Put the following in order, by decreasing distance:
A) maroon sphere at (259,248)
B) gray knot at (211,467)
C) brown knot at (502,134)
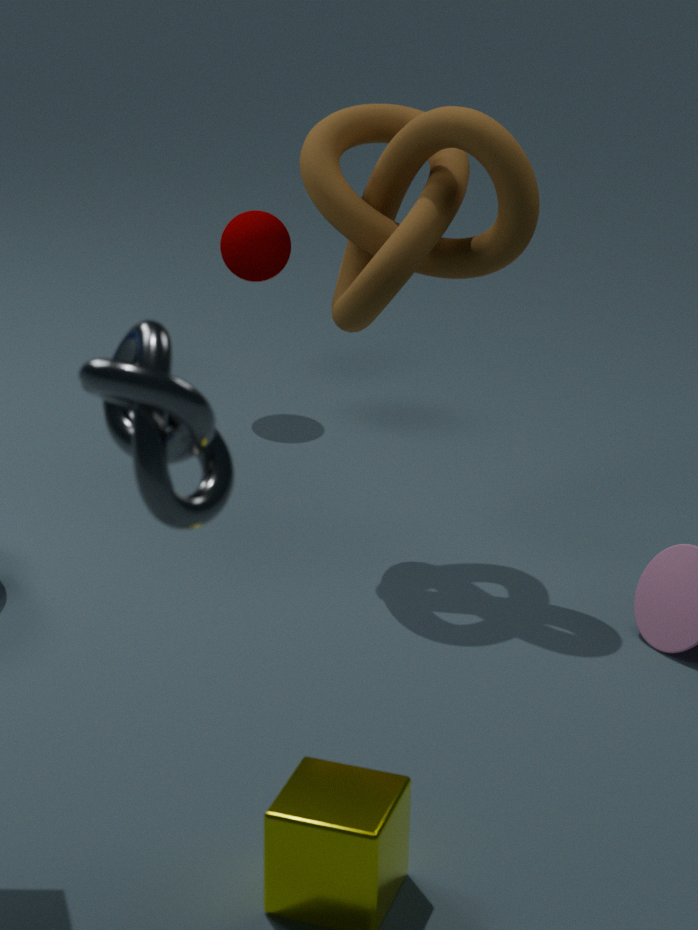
maroon sphere at (259,248), brown knot at (502,134), gray knot at (211,467)
